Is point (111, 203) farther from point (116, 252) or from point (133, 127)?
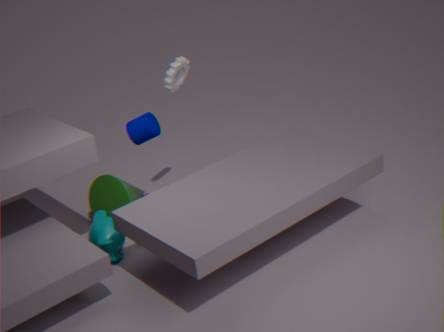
point (133, 127)
